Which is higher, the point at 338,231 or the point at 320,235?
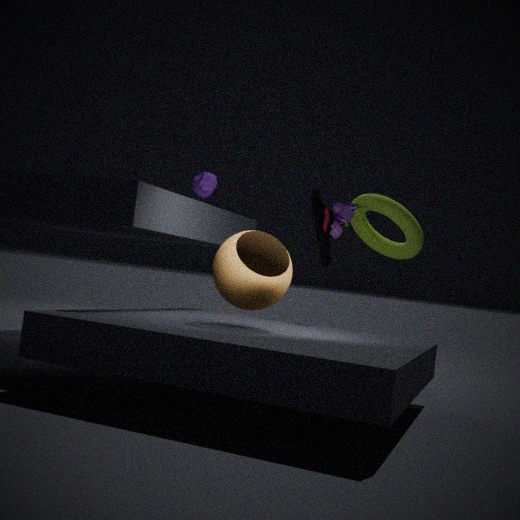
the point at 338,231
